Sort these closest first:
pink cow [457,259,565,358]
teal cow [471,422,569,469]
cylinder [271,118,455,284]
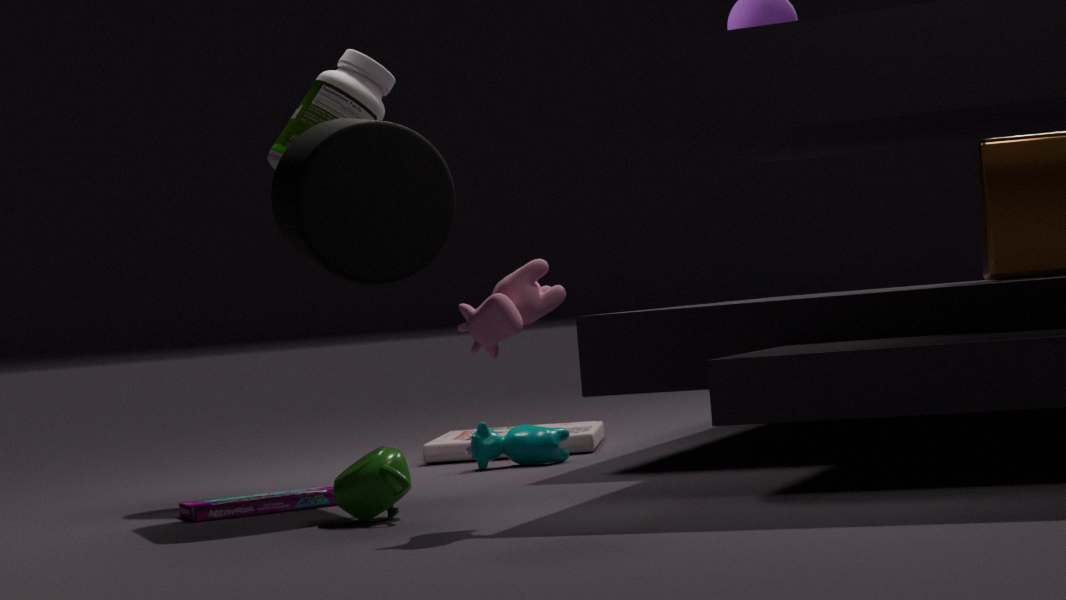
pink cow [457,259,565,358] → cylinder [271,118,455,284] → teal cow [471,422,569,469]
